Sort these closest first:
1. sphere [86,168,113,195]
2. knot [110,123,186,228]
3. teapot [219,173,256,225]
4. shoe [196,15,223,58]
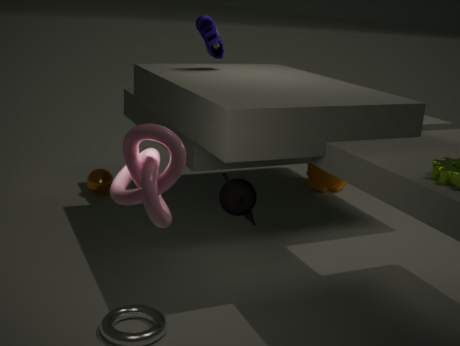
knot [110,123,186,228] → teapot [219,173,256,225] → shoe [196,15,223,58] → sphere [86,168,113,195]
